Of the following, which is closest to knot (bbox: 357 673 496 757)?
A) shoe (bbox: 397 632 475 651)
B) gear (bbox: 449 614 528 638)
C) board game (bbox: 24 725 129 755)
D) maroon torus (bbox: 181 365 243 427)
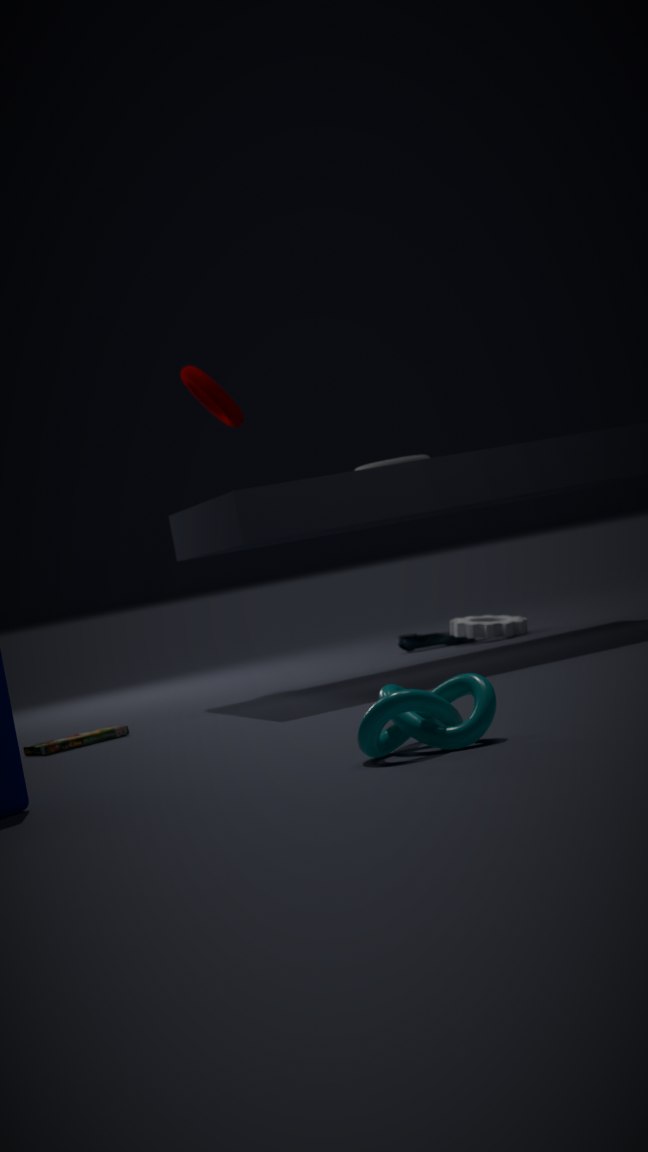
board game (bbox: 24 725 129 755)
